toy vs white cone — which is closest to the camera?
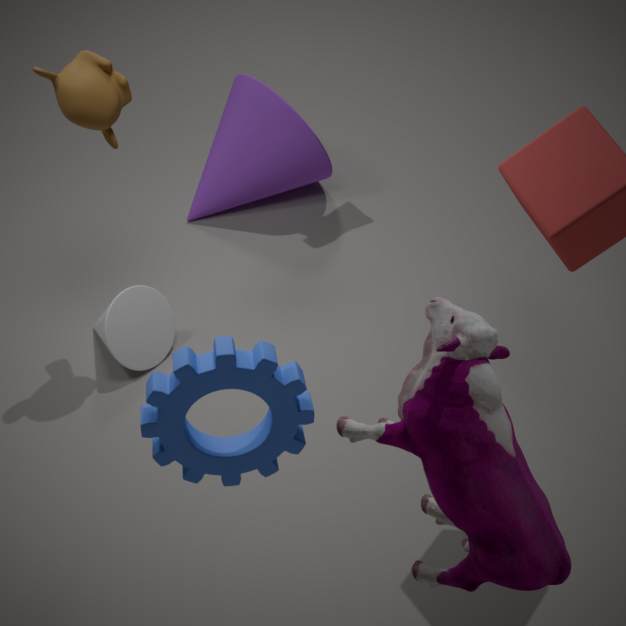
toy
